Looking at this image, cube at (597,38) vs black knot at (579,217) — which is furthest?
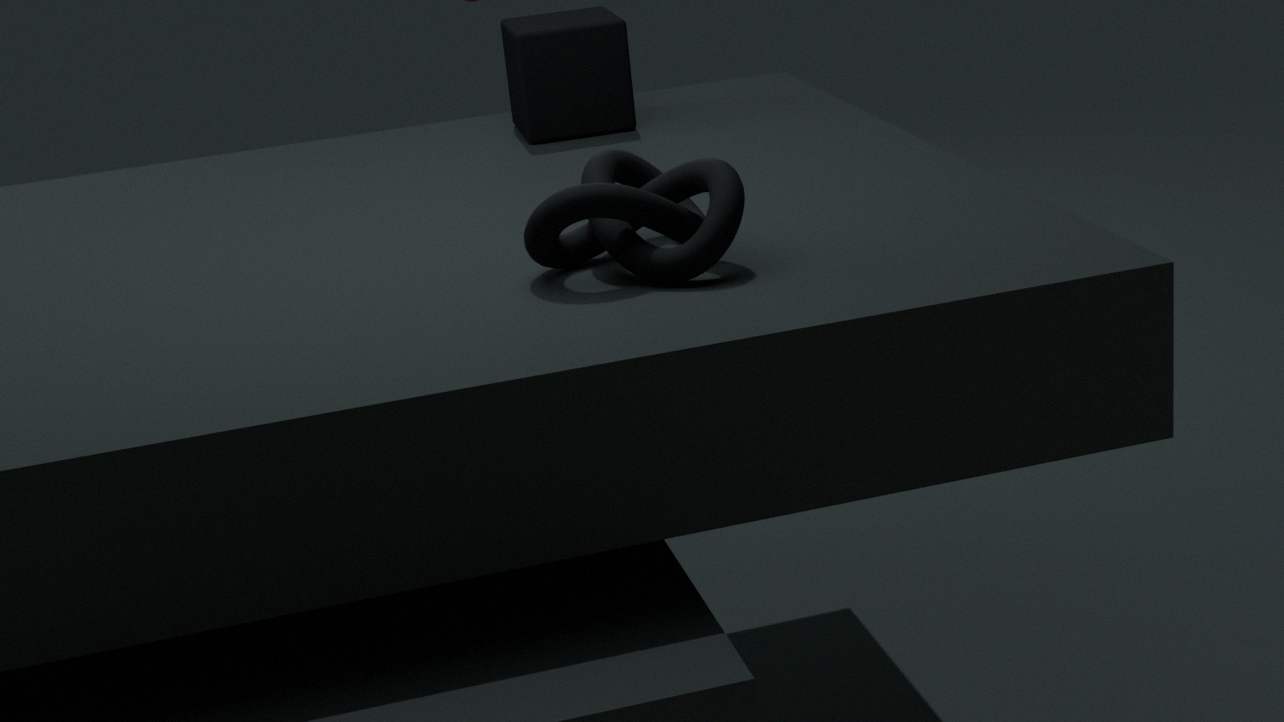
cube at (597,38)
